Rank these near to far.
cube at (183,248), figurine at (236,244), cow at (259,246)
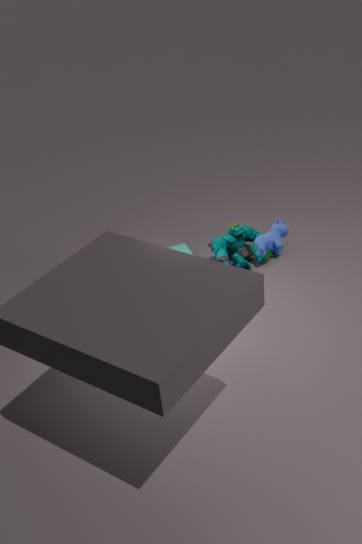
cow at (259,246)
figurine at (236,244)
cube at (183,248)
